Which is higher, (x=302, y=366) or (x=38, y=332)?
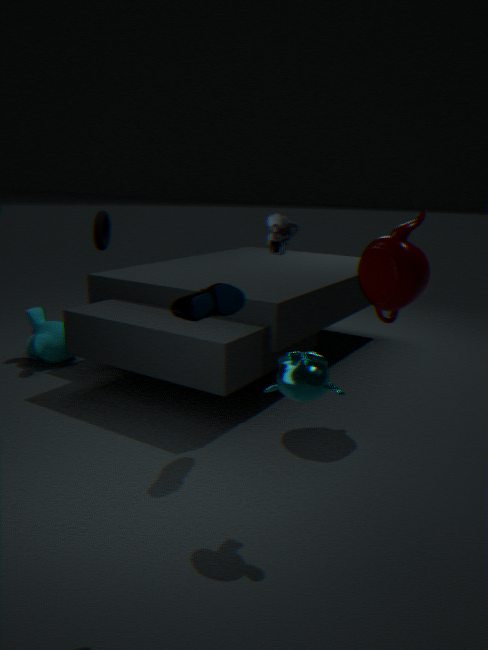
(x=302, y=366)
